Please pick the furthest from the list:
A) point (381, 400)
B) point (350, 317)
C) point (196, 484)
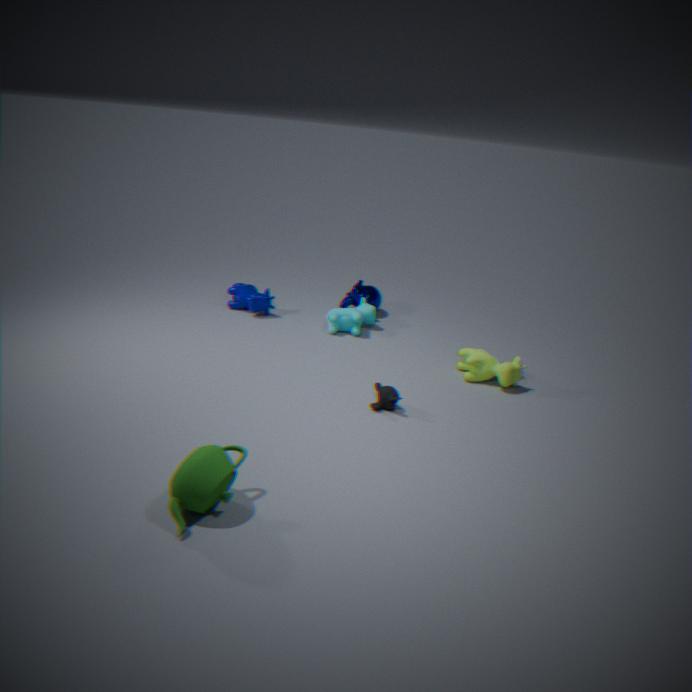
point (350, 317)
